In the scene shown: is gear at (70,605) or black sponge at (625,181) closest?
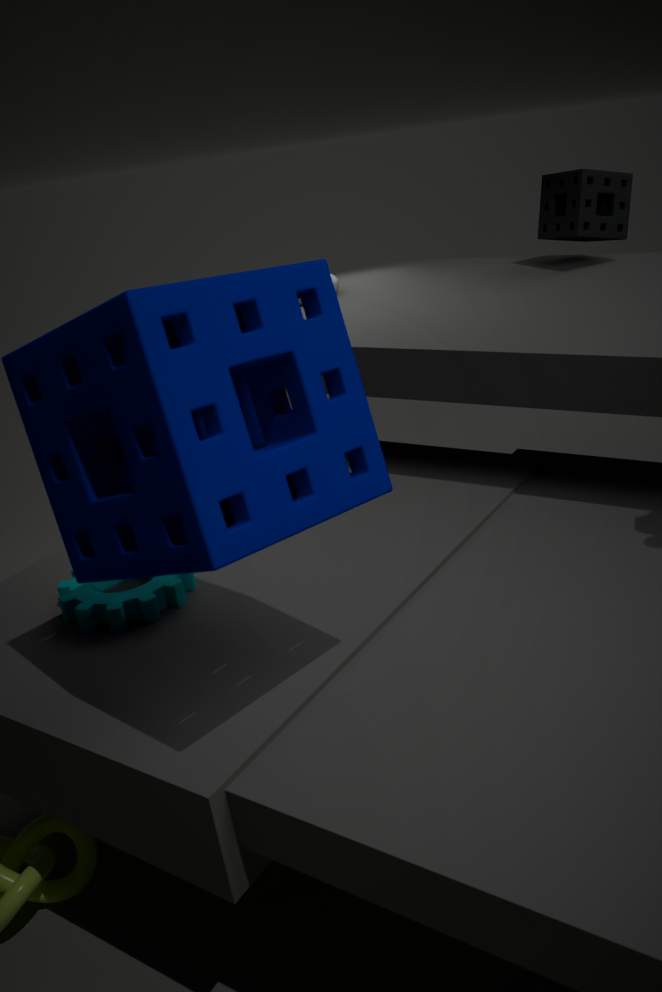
gear at (70,605)
